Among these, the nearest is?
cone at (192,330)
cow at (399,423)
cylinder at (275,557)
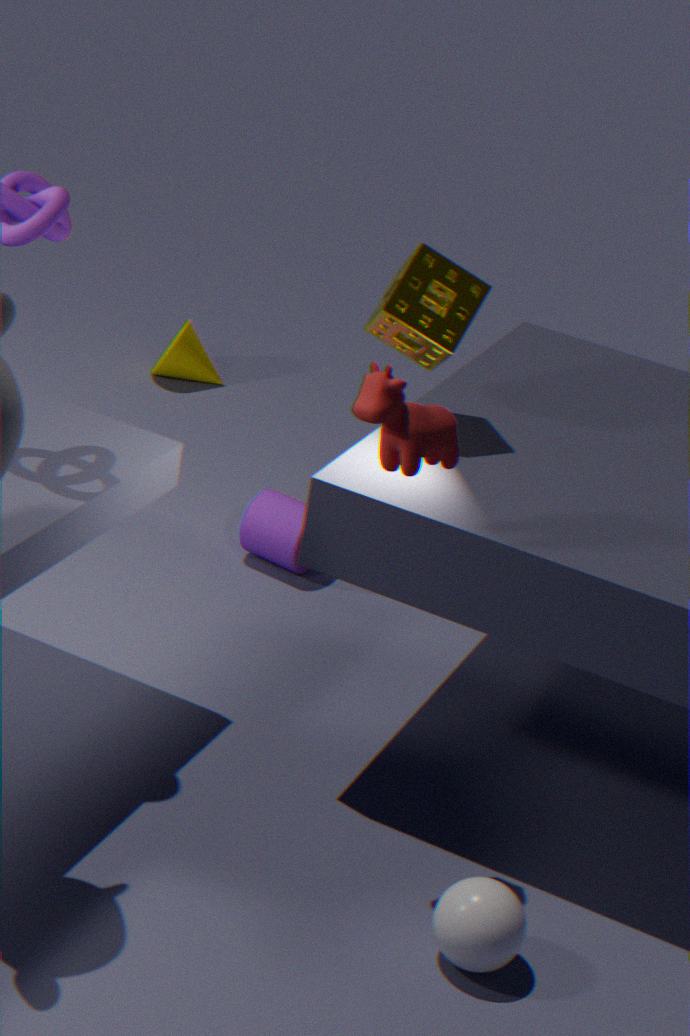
cow at (399,423)
